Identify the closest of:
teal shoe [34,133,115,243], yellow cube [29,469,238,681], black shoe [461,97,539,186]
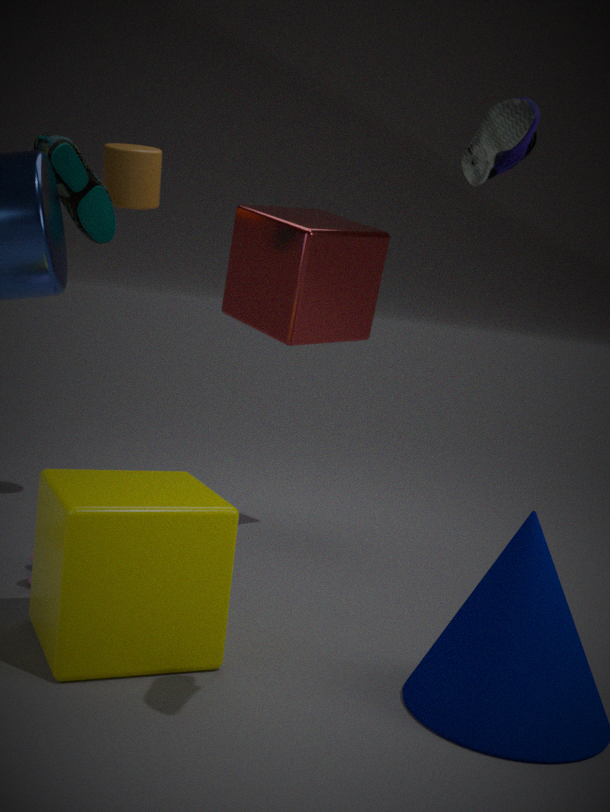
black shoe [461,97,539,186]
